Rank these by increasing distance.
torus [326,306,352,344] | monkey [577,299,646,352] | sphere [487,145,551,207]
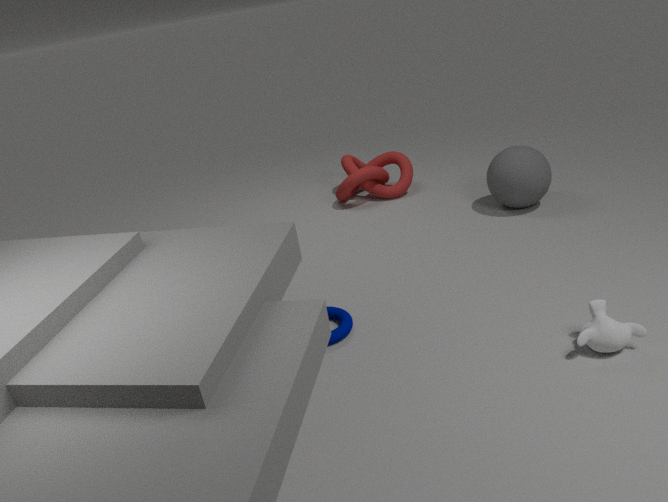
monkey [577,299,646,352] → torus [326,306,352,344] → sphere [487,145,551,207]
